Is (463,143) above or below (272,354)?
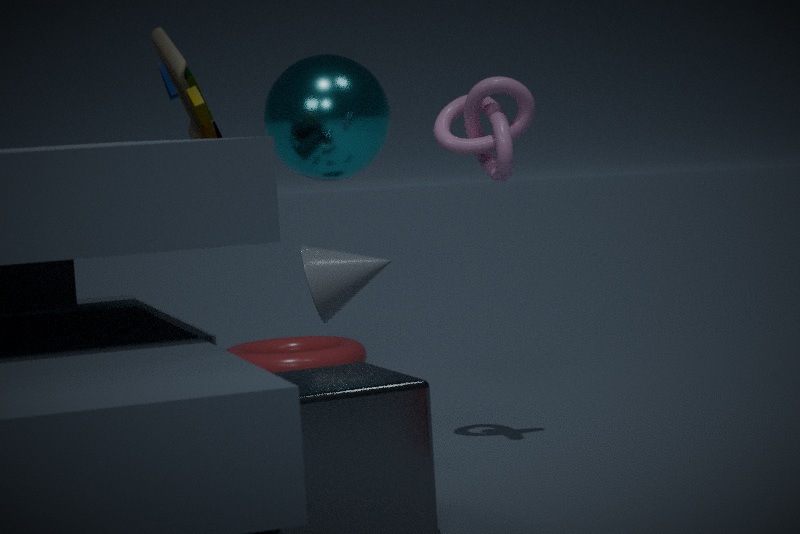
above
